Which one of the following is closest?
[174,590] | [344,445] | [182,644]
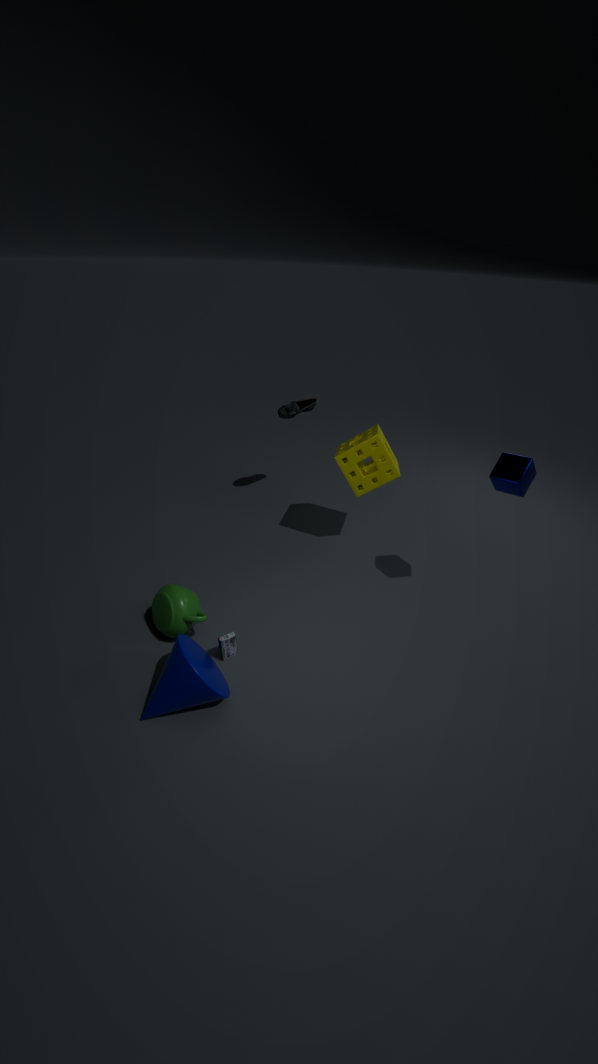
[182,644]
